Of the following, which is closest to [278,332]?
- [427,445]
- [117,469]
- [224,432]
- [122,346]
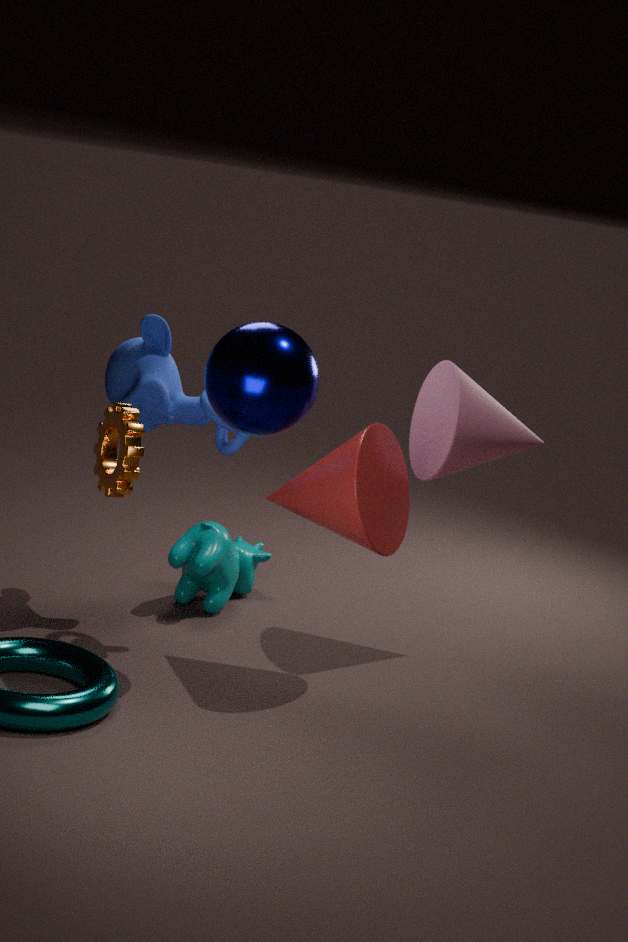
[224,432]
